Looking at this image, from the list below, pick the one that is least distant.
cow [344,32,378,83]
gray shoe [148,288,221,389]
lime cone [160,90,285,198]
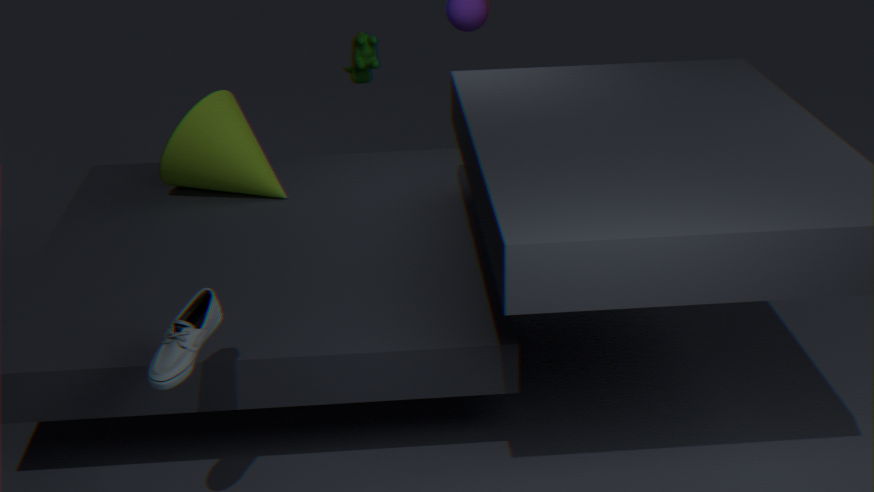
gray shoe [148,288,221,389]
